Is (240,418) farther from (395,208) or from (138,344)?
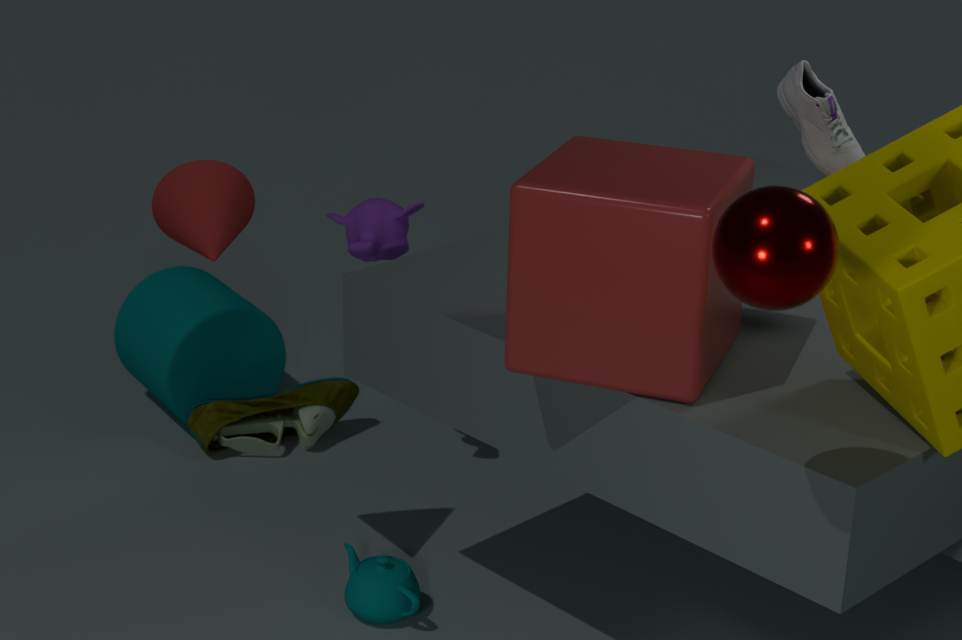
(395,208)
